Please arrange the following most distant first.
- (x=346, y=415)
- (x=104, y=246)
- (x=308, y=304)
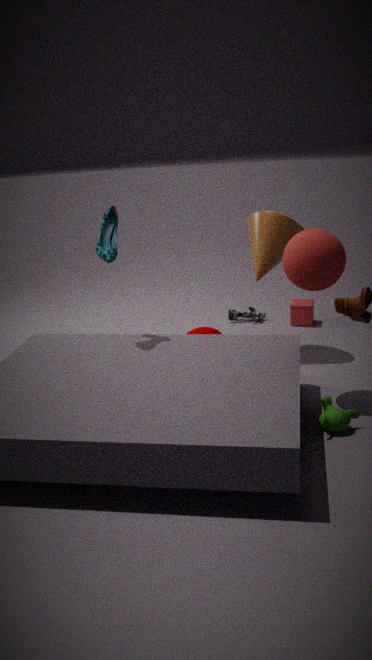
(x=308, y=304), (x=104, y=246), (x=346, y=415)
